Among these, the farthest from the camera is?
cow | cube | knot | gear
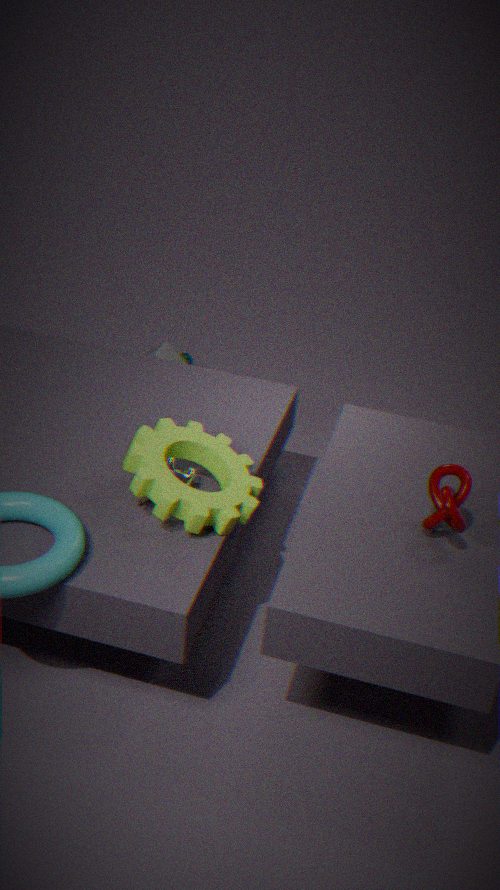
cube
